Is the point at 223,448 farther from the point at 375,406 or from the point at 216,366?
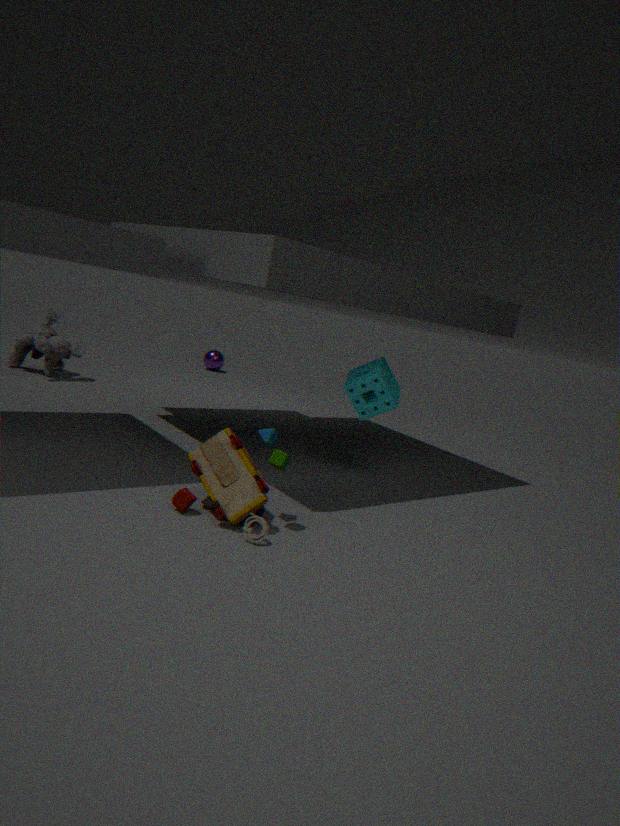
the point at 216,366
